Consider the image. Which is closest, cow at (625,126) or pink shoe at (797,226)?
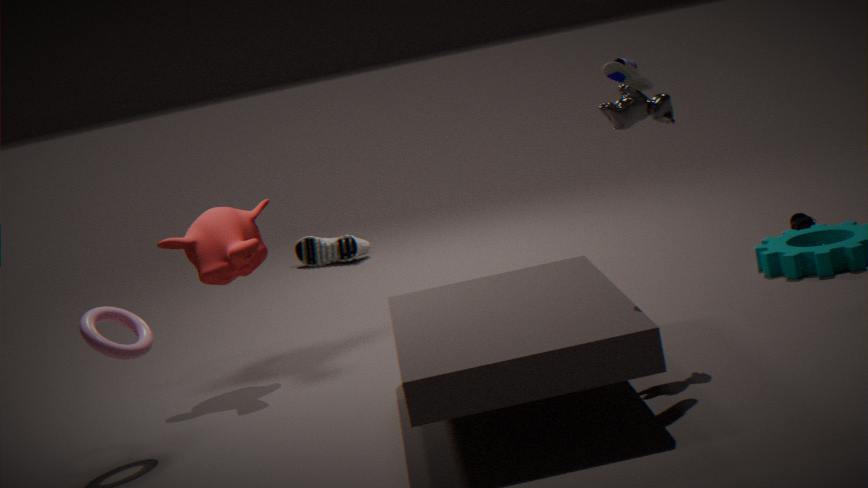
cow at (625,126)
